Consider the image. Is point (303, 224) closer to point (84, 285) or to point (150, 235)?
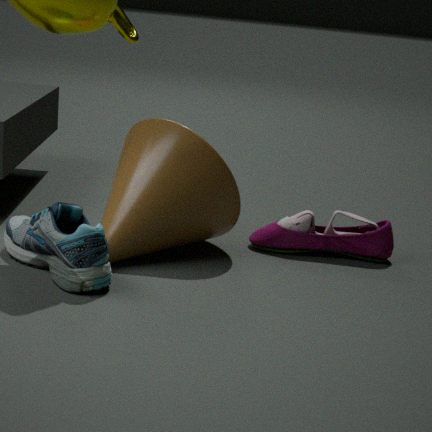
point (150, 235)
